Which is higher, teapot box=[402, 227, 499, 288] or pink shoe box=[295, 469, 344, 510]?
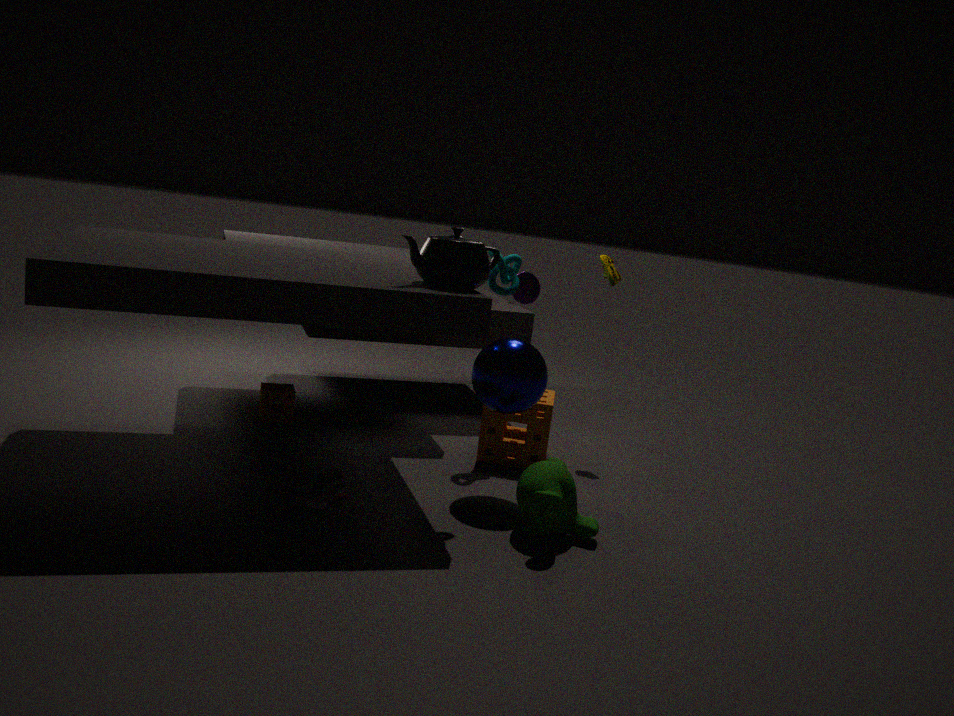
teapot box=[402, 227, 499, 288]
